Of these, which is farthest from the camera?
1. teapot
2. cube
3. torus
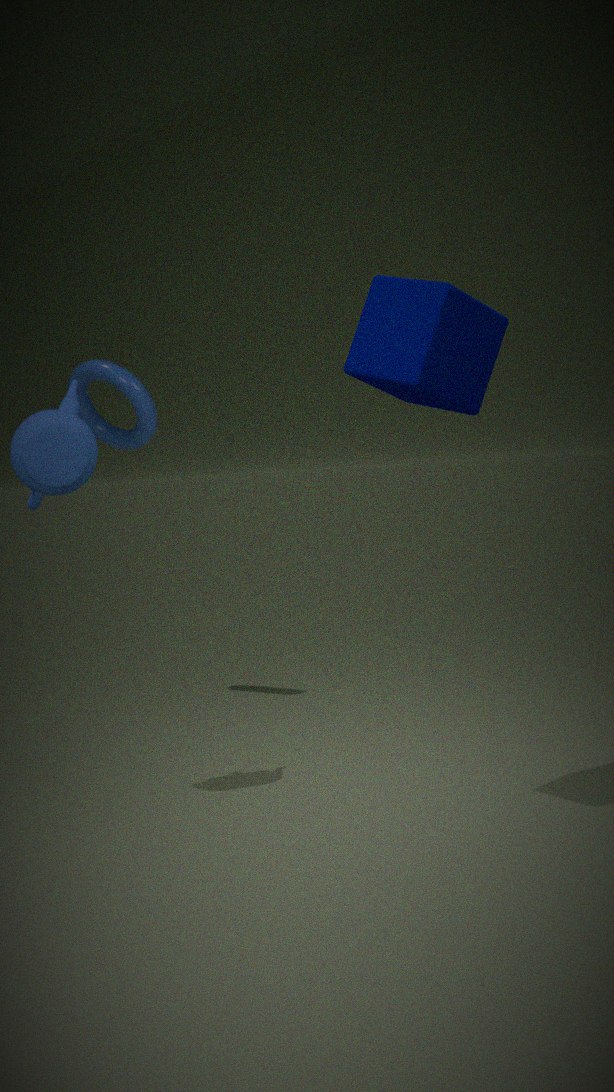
torus
